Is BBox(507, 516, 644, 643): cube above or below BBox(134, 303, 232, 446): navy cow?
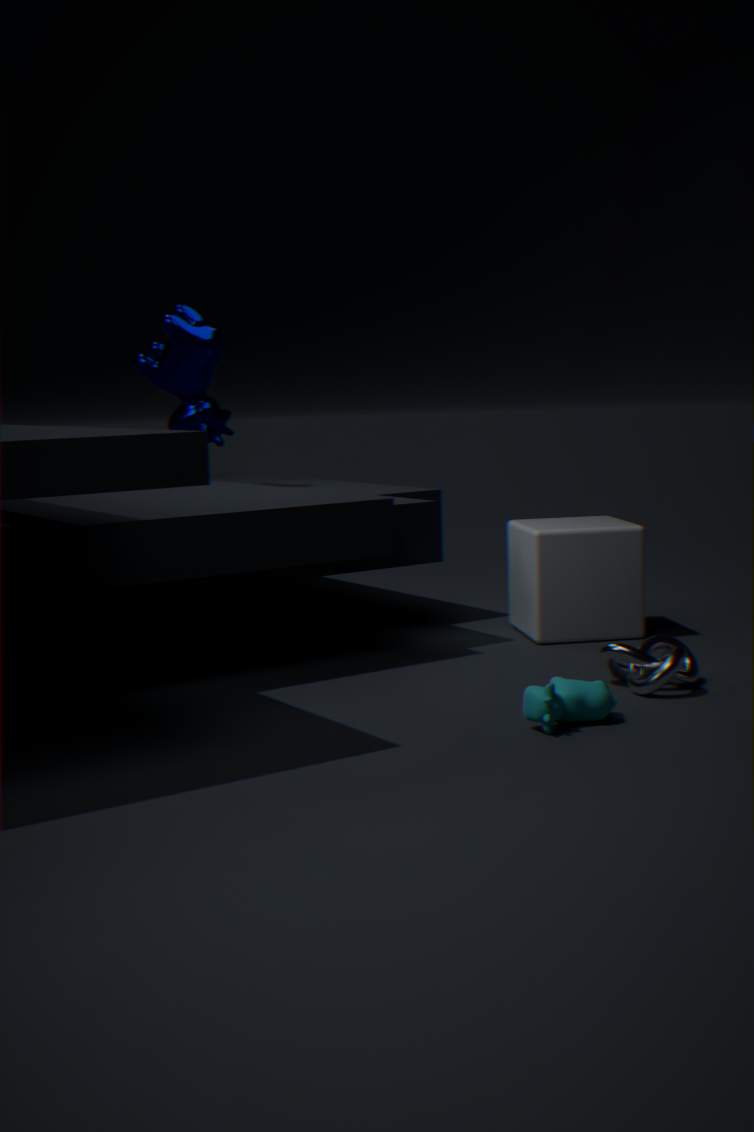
below
